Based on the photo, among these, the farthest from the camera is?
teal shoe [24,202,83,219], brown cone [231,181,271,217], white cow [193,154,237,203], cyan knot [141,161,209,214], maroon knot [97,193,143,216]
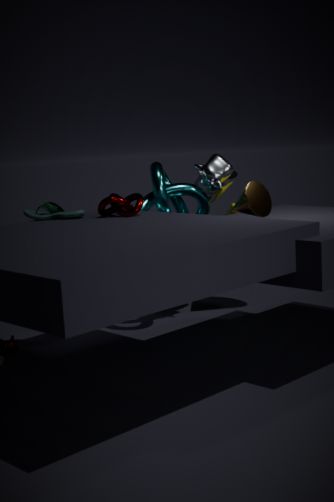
white cow [193,154,237,203]
